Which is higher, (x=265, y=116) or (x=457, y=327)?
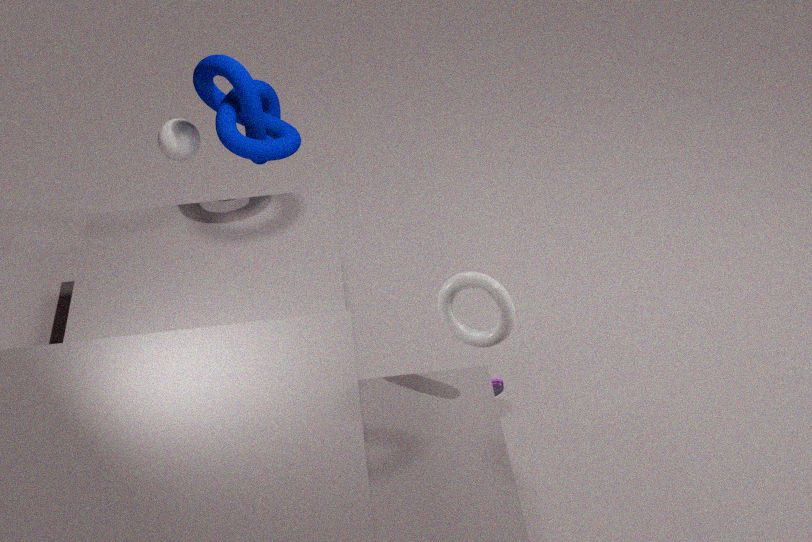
(x=265, y=116)
